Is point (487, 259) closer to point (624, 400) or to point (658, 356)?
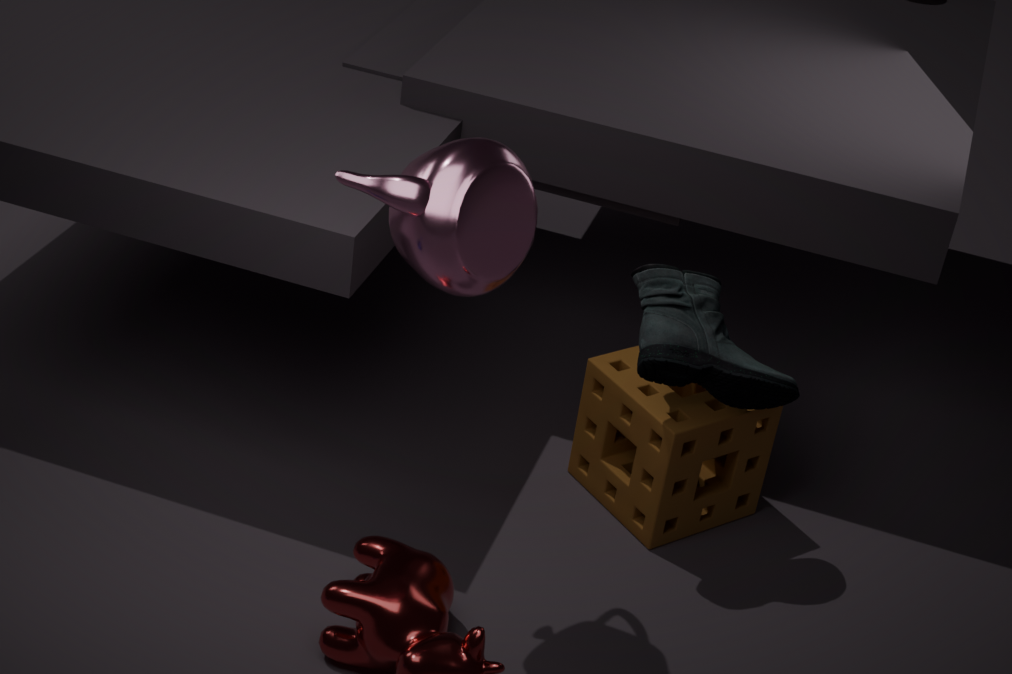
point (658, 356)
